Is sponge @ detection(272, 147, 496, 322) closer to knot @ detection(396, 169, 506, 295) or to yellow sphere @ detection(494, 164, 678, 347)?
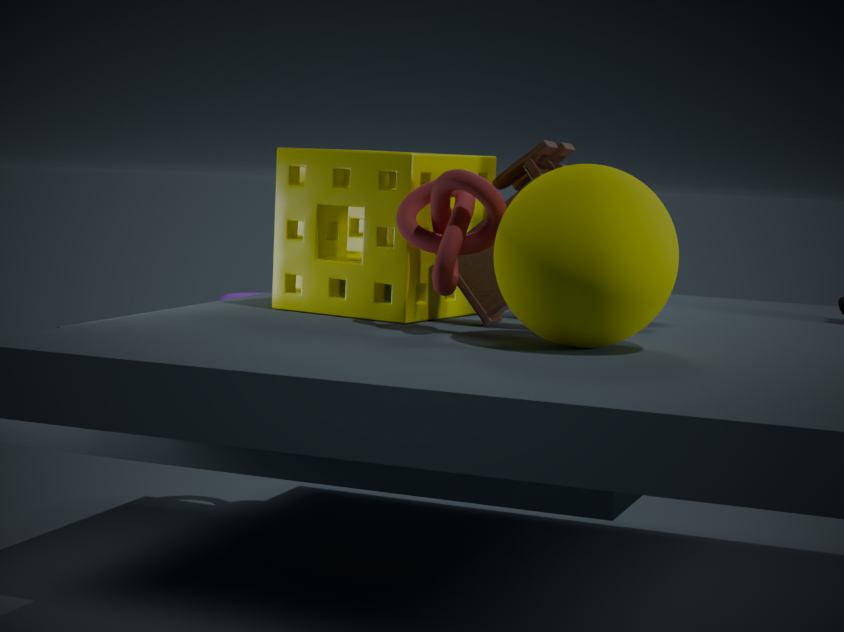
knot @ detection(396, 169, 506, 295)
